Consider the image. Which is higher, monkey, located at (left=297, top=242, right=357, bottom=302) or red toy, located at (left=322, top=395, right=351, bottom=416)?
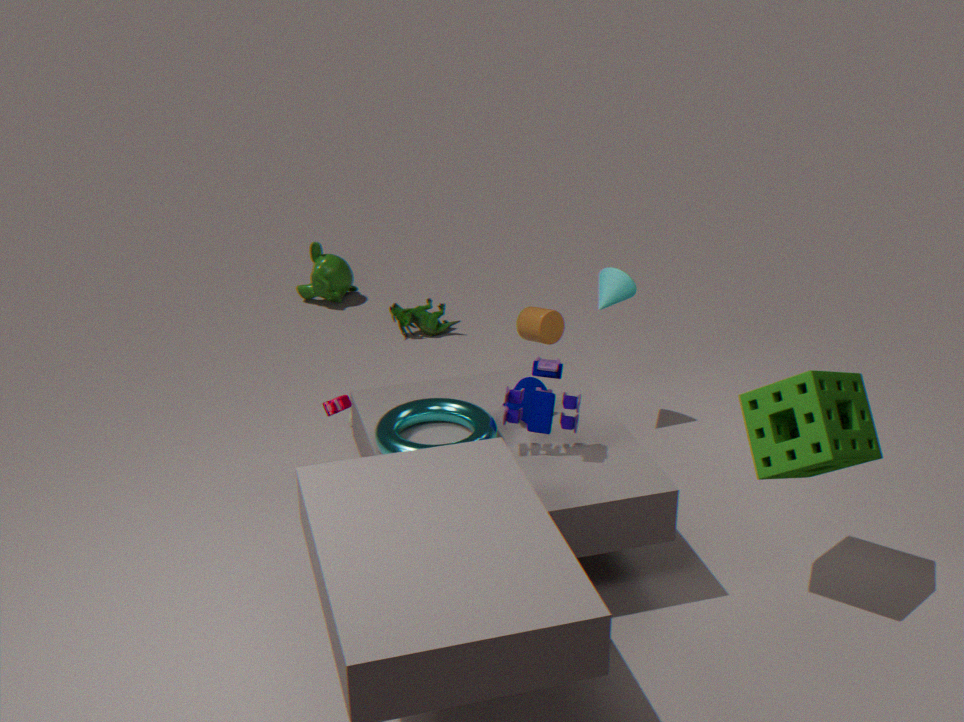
red toy, located at (left=322, top=395, right=351, bottom=416)
